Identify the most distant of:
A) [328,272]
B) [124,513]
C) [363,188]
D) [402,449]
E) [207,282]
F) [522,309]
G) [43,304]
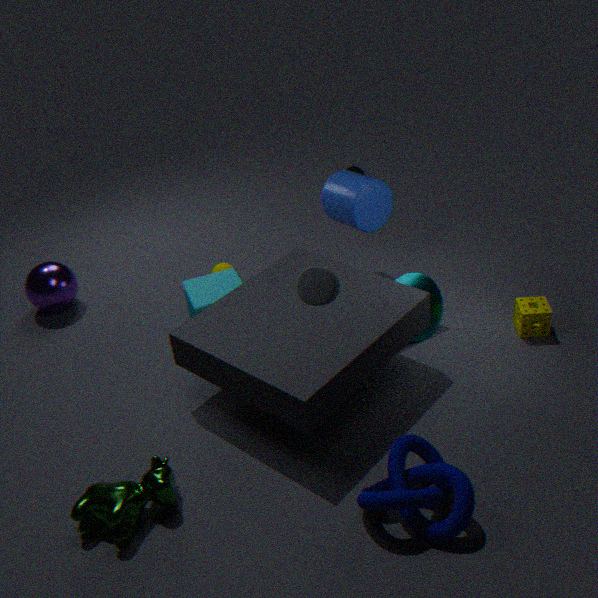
[43,304]
